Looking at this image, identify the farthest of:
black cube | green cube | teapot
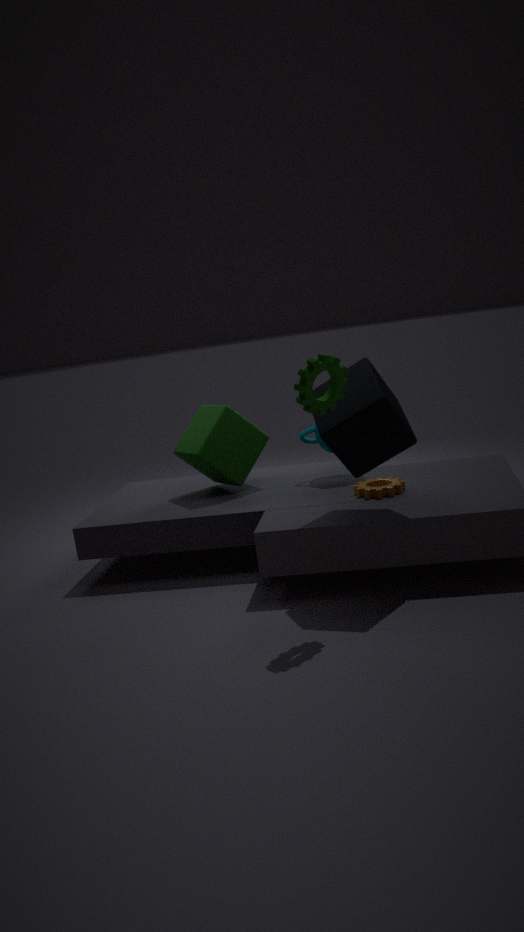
teapot
